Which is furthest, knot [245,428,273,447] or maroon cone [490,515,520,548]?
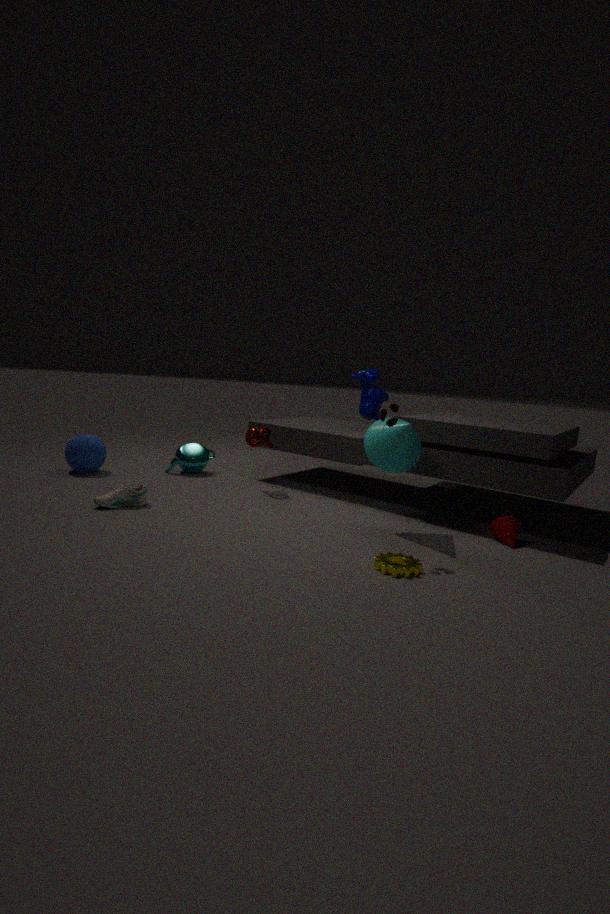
knot [245,428,273,447]
